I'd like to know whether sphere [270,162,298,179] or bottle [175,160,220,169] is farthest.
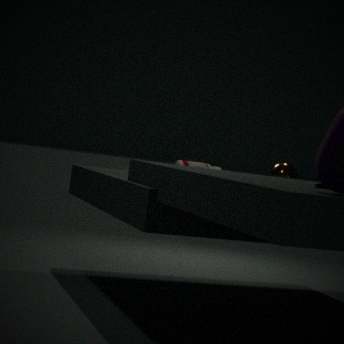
sphere [270,162,298,179]
